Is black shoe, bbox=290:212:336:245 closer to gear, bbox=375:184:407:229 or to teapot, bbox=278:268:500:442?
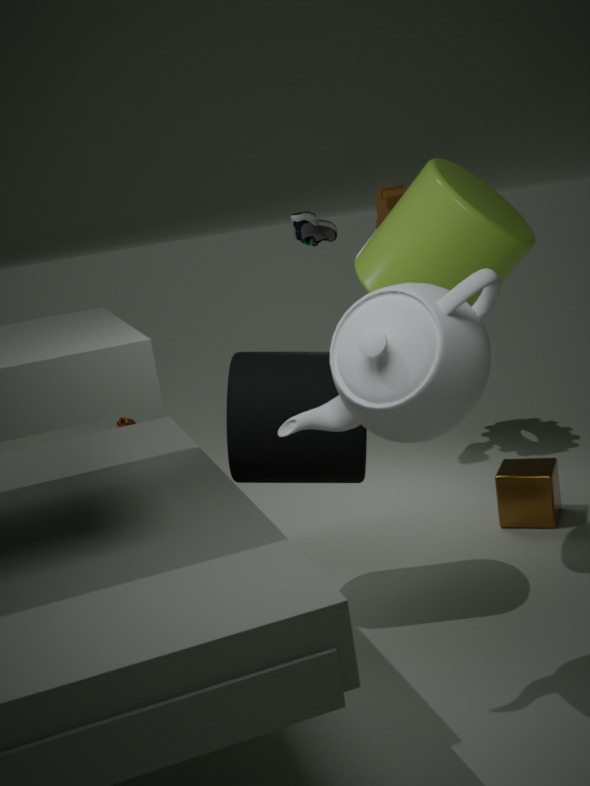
gear, bbox=375:184:407:229
